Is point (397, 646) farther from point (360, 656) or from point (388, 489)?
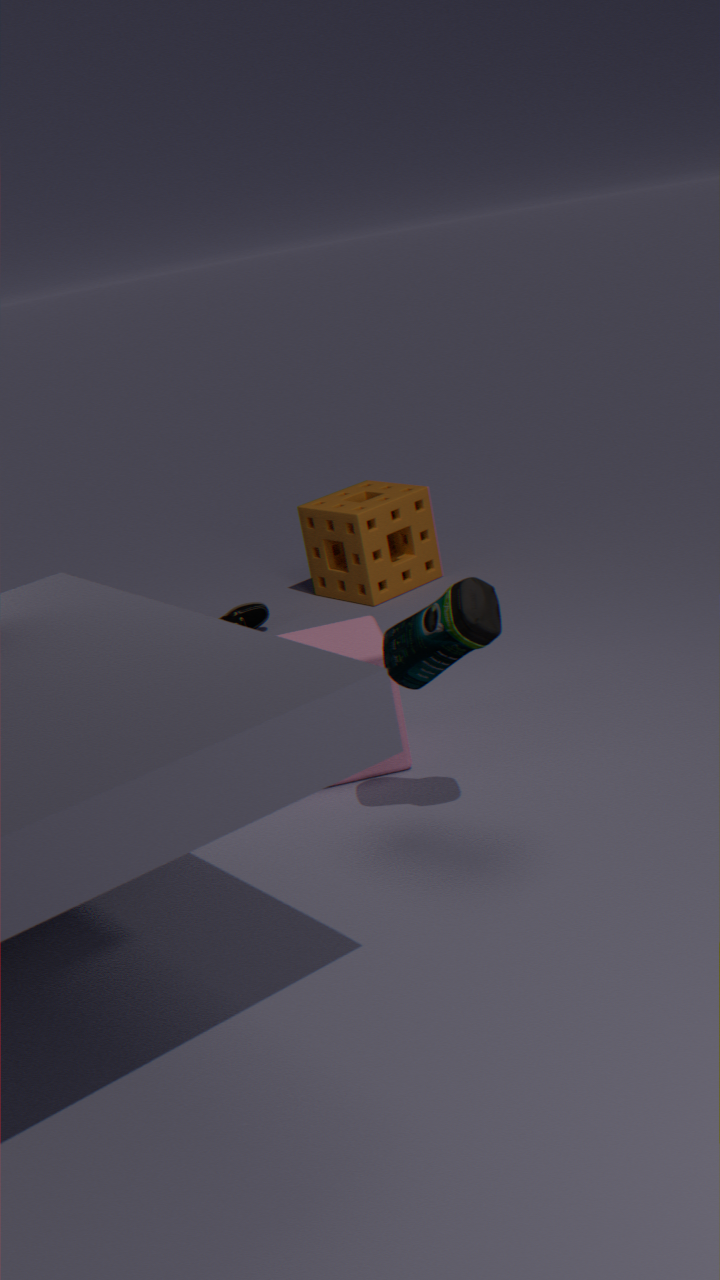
point (388, 489)
